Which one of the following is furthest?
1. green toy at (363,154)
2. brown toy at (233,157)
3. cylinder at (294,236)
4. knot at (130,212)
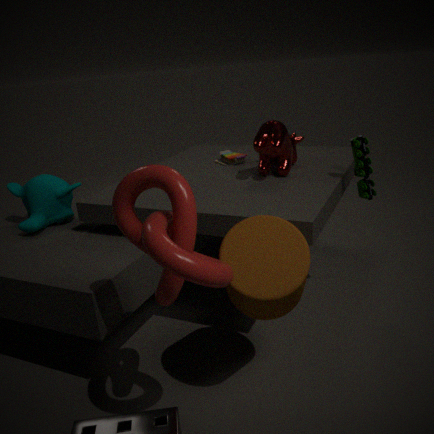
brown toy at (233,157)
